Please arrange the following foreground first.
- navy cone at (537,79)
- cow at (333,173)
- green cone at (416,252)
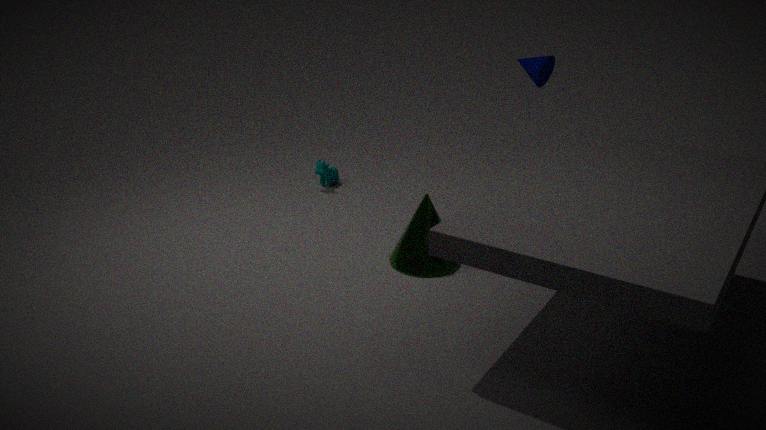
green cone at (416,252) < navy cone at (537,79) < cow at (333,173)
